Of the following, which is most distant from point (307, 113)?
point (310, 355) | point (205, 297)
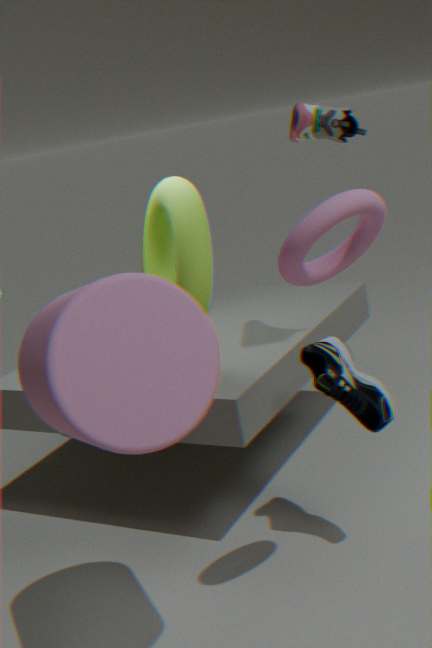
point (310, 355)
